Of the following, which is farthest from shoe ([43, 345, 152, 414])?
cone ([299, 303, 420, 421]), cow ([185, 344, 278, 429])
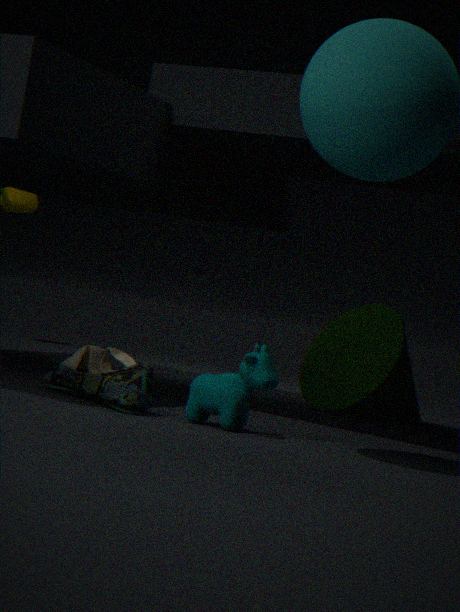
cone ([299, 303, 420, 421])
